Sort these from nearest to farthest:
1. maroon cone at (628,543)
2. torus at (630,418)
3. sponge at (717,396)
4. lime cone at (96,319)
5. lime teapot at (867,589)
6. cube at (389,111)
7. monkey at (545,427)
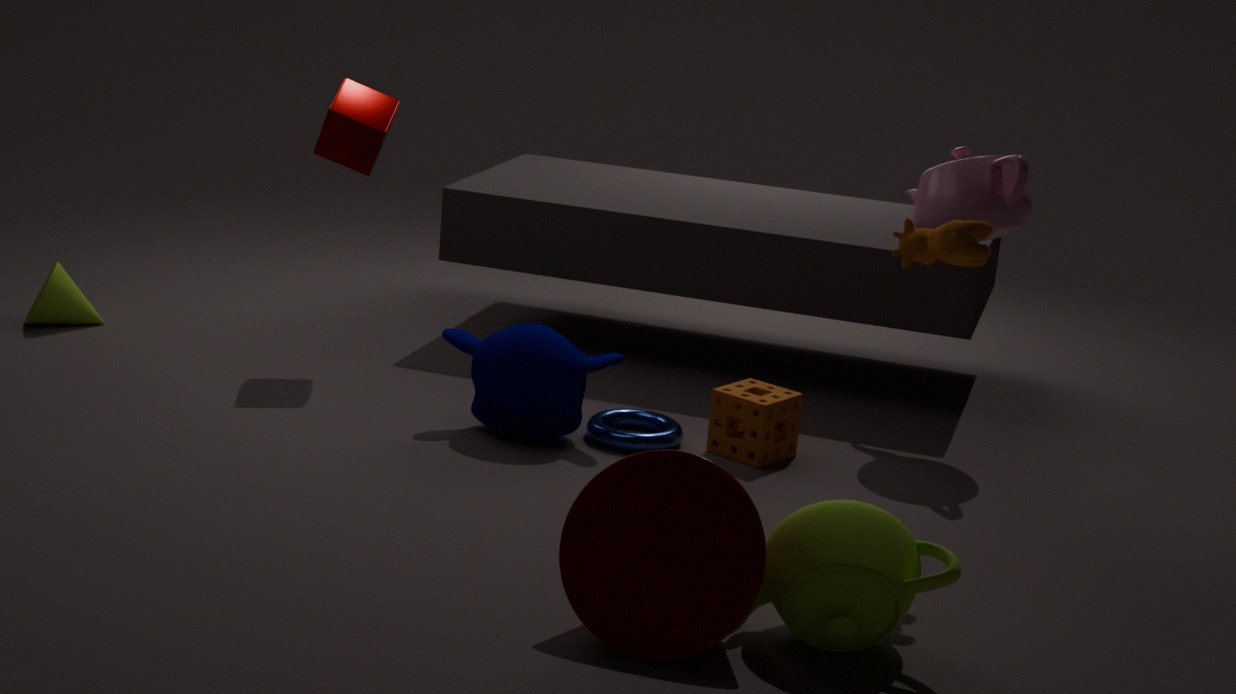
maroon cone at (628,543) < lime teapot at (867,589) < monkey at (545,427) < sponge at (717,396) < torus at (630,418) < cube at (389,111) < lime cone at (96,319)
